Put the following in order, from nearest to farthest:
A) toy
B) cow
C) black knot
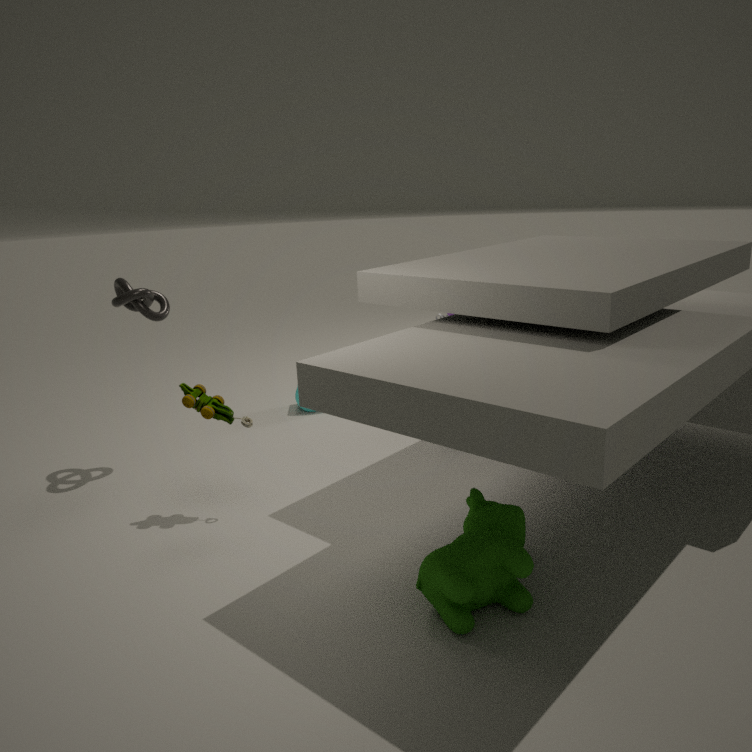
1. cow
2. toy
3. black knot
